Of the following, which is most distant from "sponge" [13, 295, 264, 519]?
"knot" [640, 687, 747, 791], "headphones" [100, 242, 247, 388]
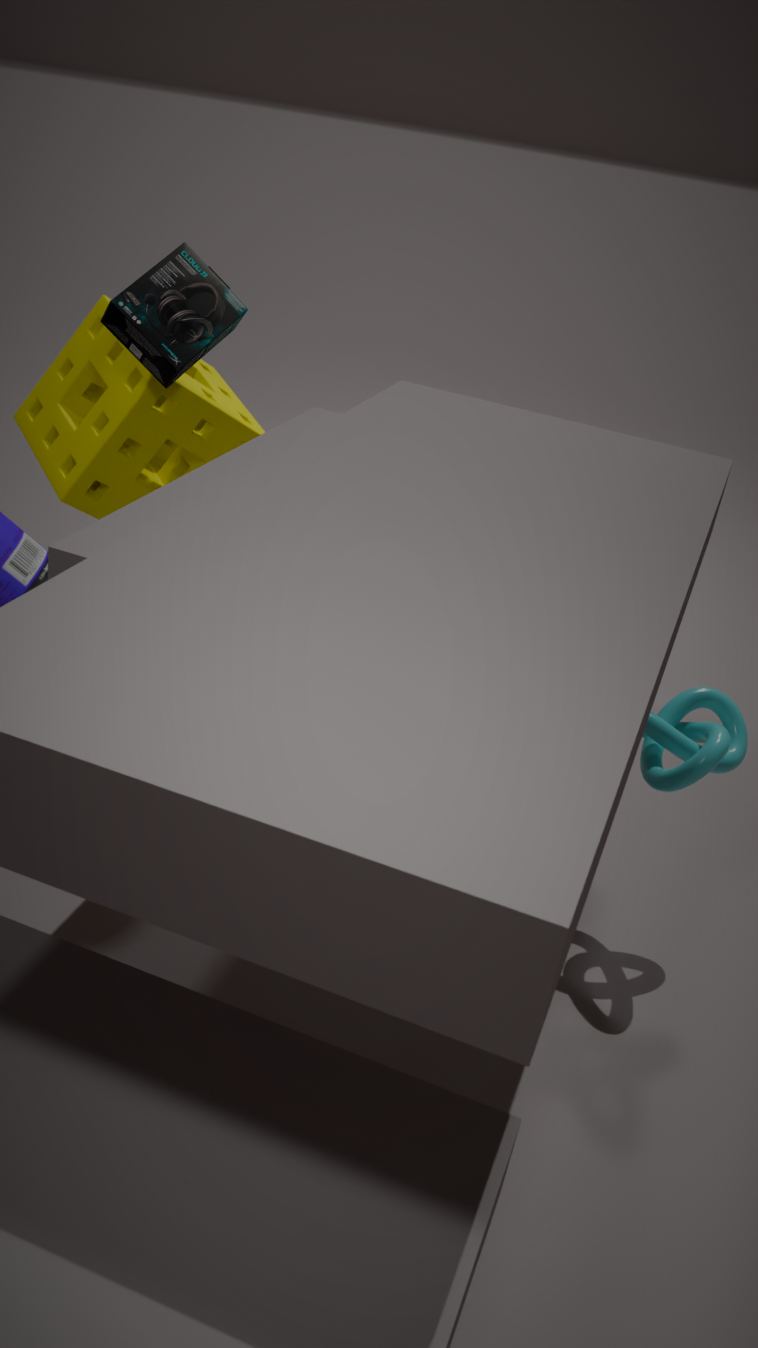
"knot" [640, 687, 747, 791]
